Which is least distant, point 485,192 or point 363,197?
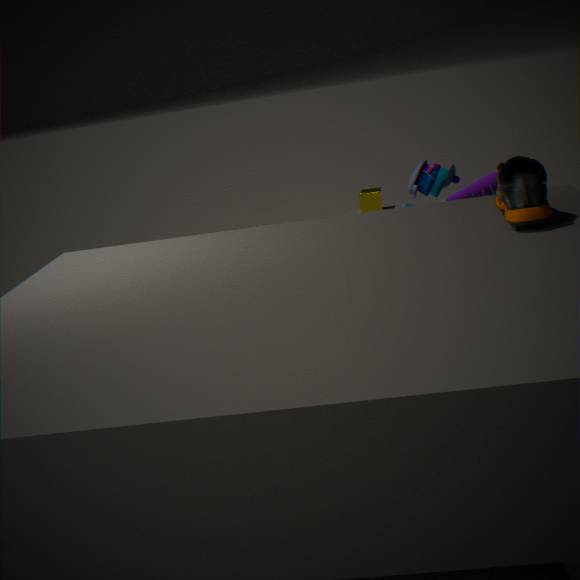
point 485,192
